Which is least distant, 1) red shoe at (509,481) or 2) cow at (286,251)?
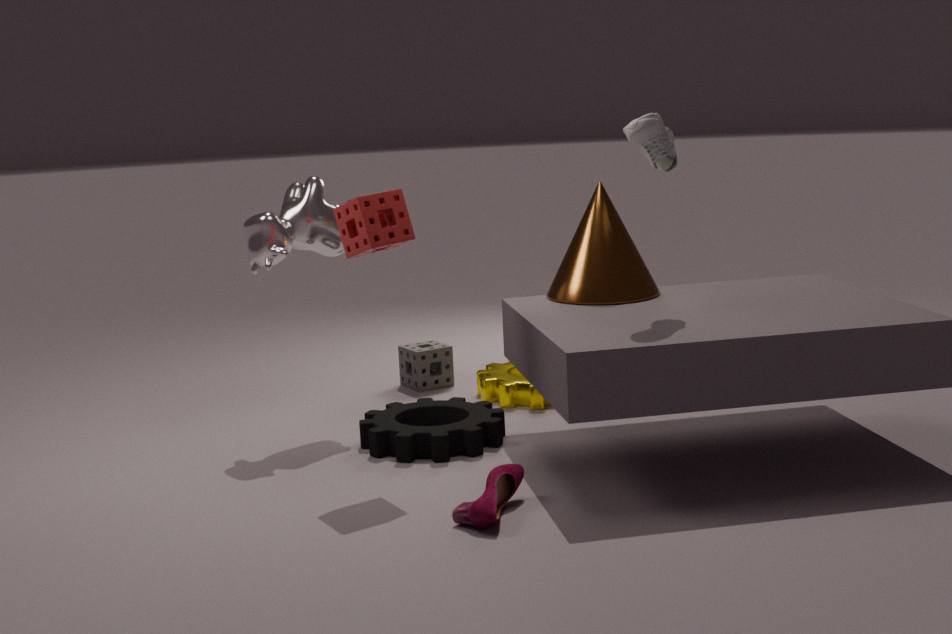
1. red shoe at (509,481)
